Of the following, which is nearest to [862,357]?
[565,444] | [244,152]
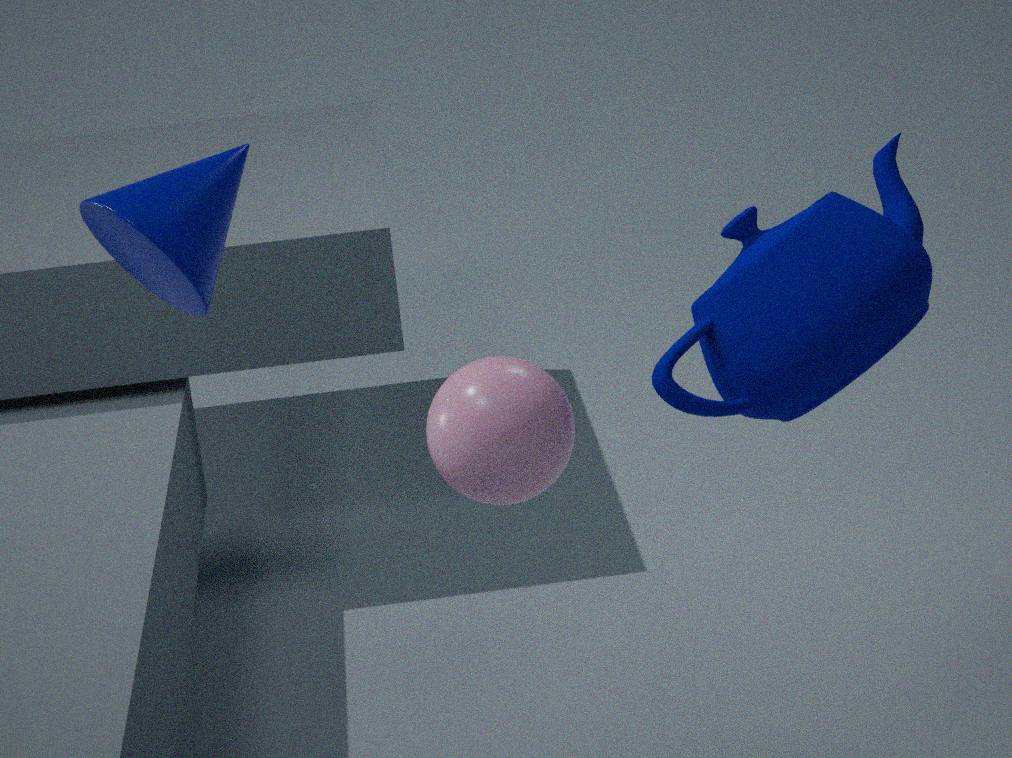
[565,444]
